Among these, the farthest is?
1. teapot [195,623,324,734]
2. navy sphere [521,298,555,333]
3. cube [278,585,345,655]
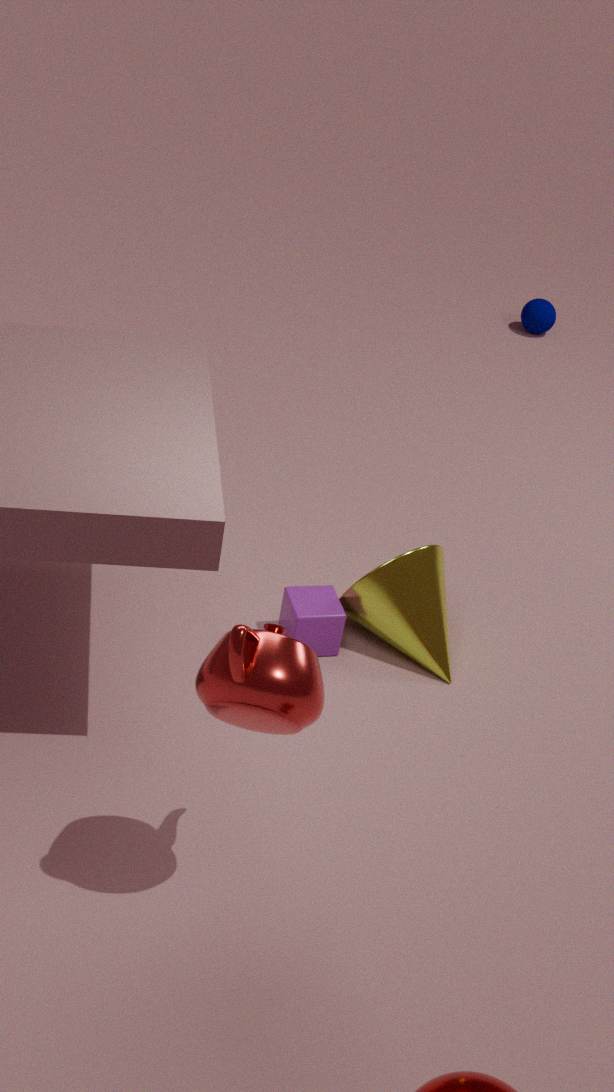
navy sphere [521,298,555,333]
